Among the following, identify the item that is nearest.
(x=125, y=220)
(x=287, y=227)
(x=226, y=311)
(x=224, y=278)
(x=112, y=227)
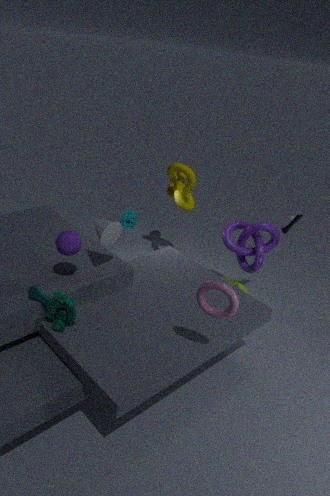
(x=226, y=311)
